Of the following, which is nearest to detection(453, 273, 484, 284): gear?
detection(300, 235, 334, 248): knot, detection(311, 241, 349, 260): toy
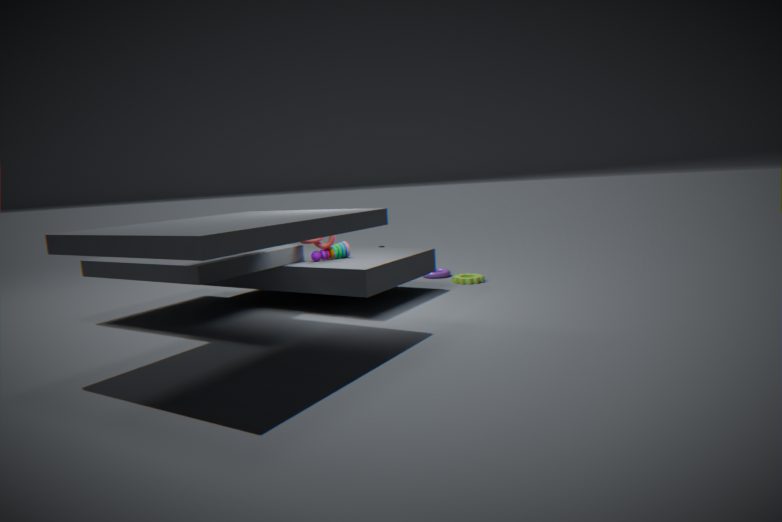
detection(311, 241, 349, 260): toy
